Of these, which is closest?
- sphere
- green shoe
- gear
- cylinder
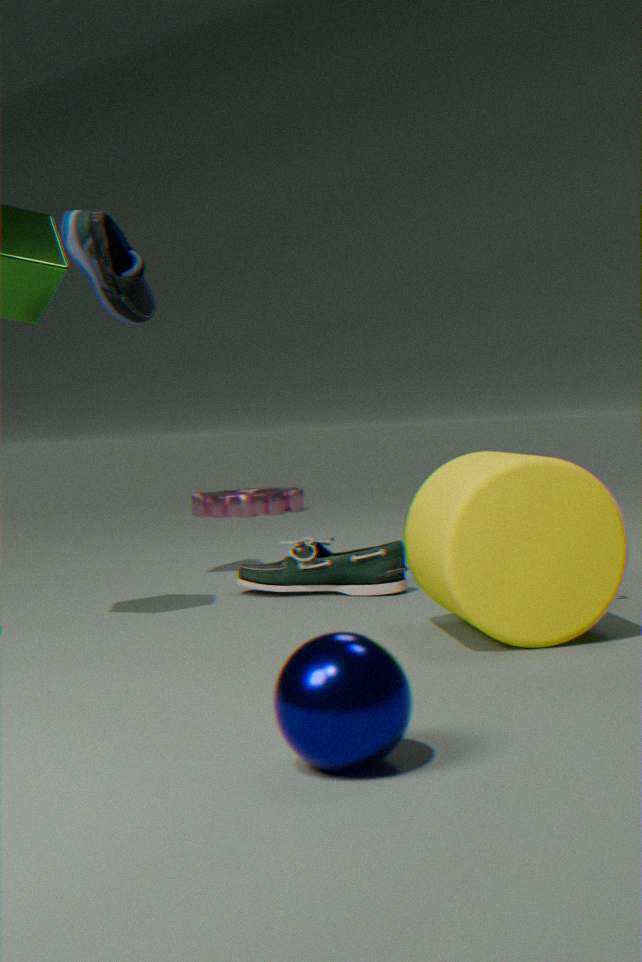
sphere
